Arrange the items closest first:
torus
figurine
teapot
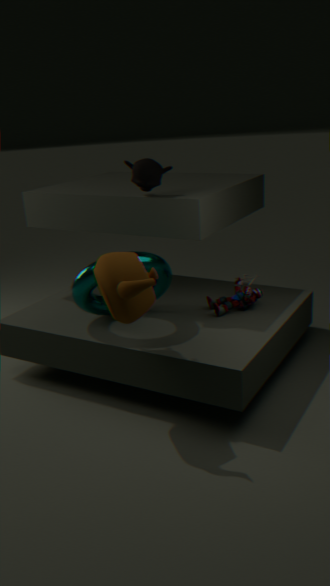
teapot, torus, figurine
